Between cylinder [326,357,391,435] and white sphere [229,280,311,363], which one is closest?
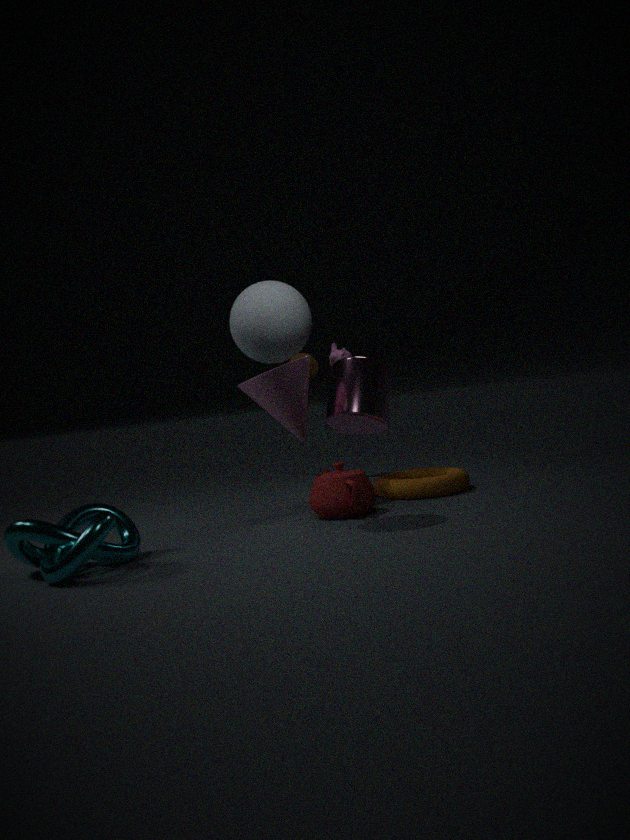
white sphere [229,280,311,363]
